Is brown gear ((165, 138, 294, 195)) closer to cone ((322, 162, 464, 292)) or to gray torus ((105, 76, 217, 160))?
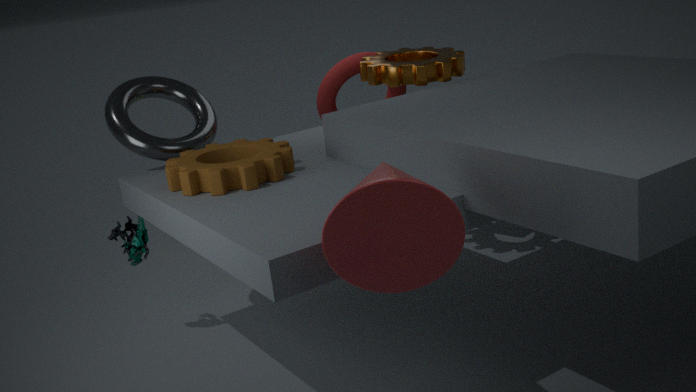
gray torus ((105, 76, 217, 160))
